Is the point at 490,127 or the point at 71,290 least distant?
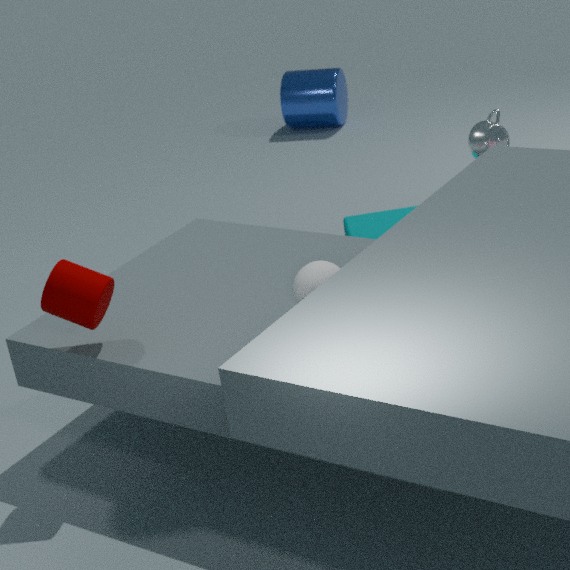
the point at 71,290
